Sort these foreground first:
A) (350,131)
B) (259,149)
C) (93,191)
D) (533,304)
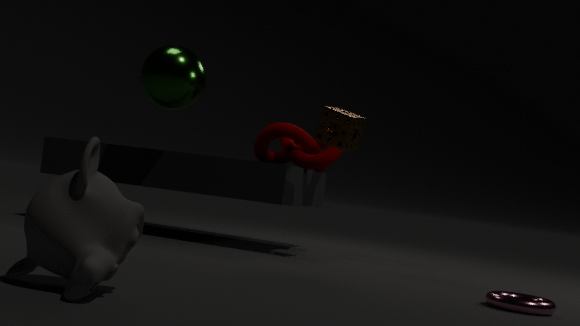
(93,191) → (533,304) → (350,131) → (259,149)
